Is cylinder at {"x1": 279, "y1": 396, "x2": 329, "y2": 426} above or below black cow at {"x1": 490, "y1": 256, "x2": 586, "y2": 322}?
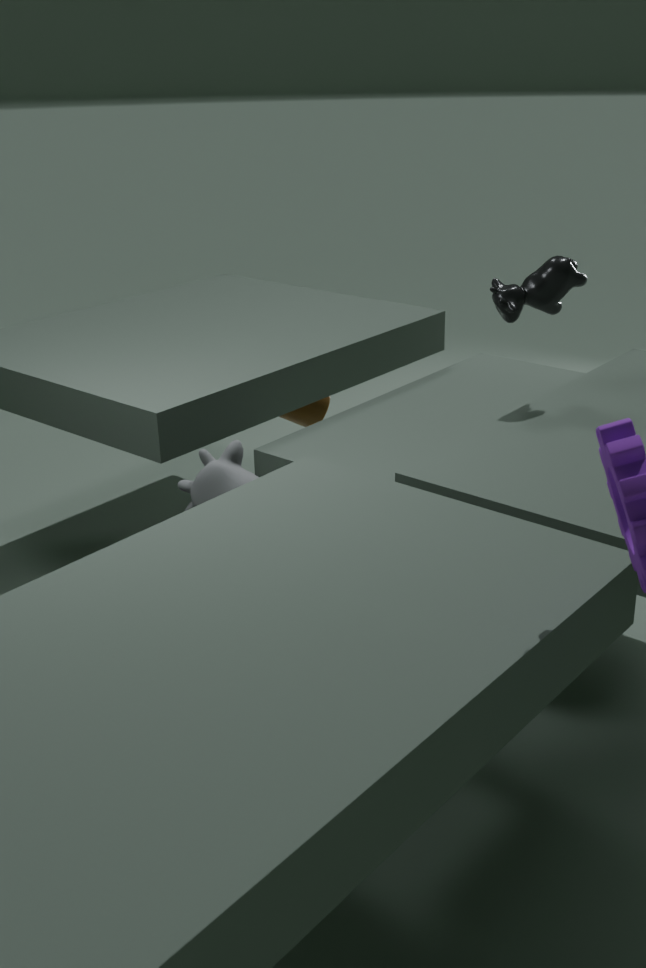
below
